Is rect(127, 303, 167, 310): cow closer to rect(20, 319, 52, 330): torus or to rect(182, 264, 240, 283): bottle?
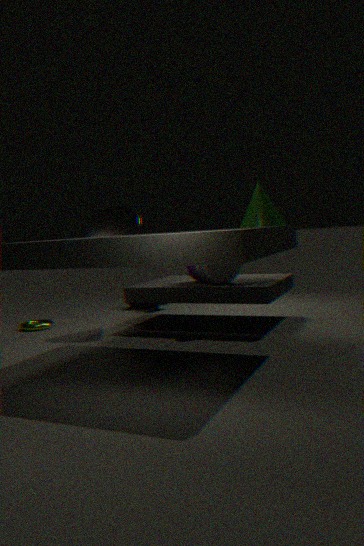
rect(182, 264, 240, 283): bottle
